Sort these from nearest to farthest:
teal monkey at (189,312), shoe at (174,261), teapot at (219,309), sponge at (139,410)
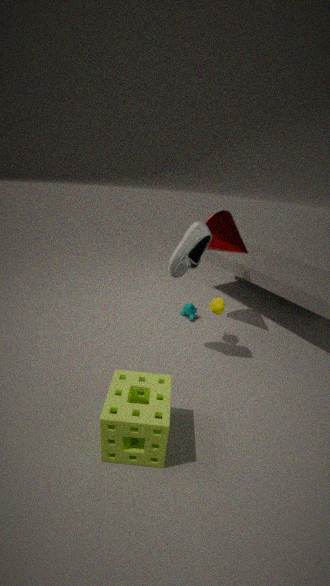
sponge at (139,410) → shoe at (174,261) → teapot at (219,309) → teal monkey at (189,312)
